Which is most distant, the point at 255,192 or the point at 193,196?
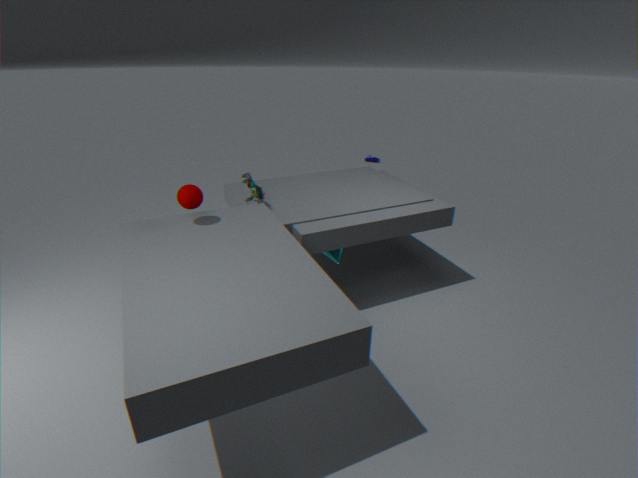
the point at 255,192
